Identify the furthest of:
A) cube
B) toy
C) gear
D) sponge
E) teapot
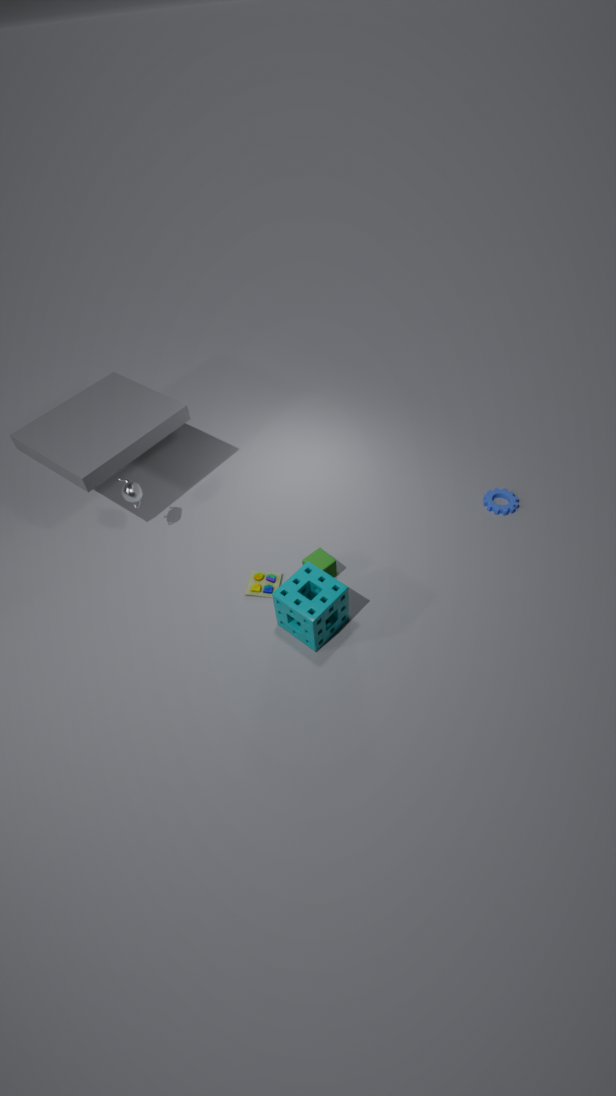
gear
